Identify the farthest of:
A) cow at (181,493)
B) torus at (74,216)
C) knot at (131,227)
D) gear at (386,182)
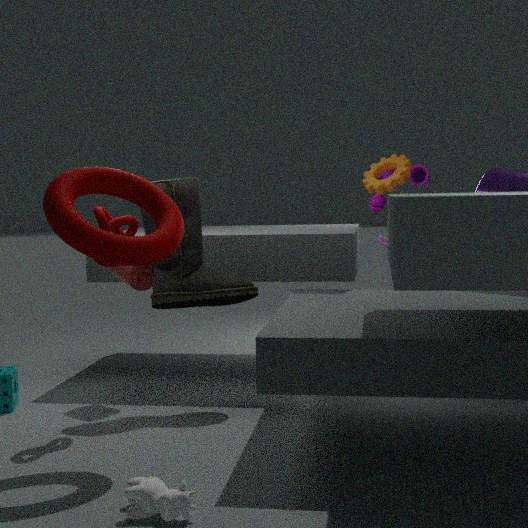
gear at (386,182)
